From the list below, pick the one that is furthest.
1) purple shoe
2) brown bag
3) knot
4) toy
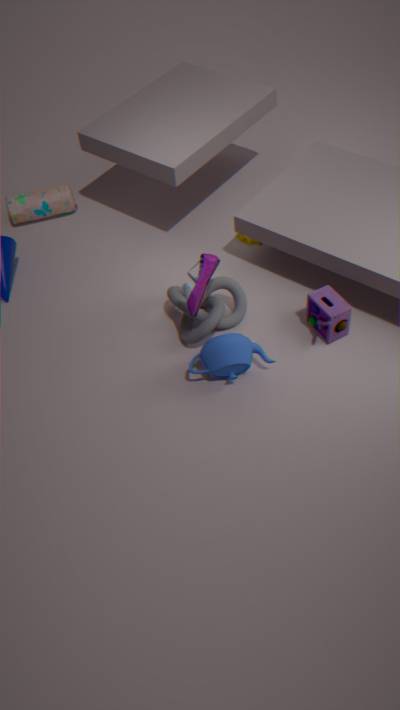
2. brown bag
